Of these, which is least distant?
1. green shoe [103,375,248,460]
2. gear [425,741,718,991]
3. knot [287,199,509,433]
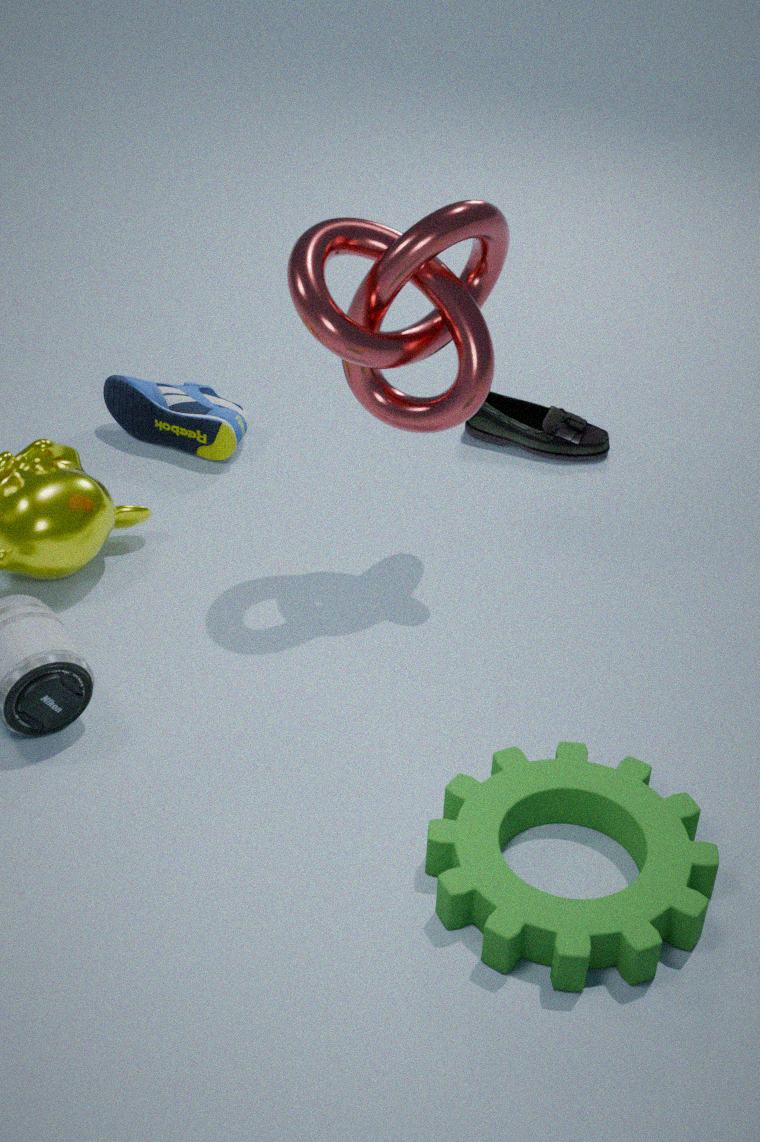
gear [425,741,718,991]
